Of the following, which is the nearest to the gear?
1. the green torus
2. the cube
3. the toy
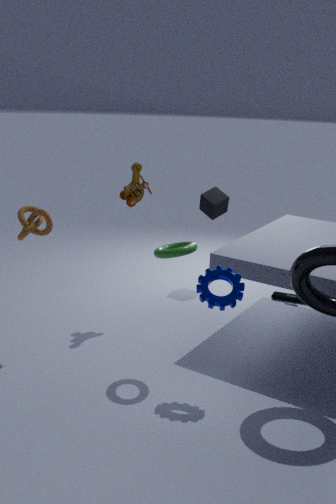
the green torus
